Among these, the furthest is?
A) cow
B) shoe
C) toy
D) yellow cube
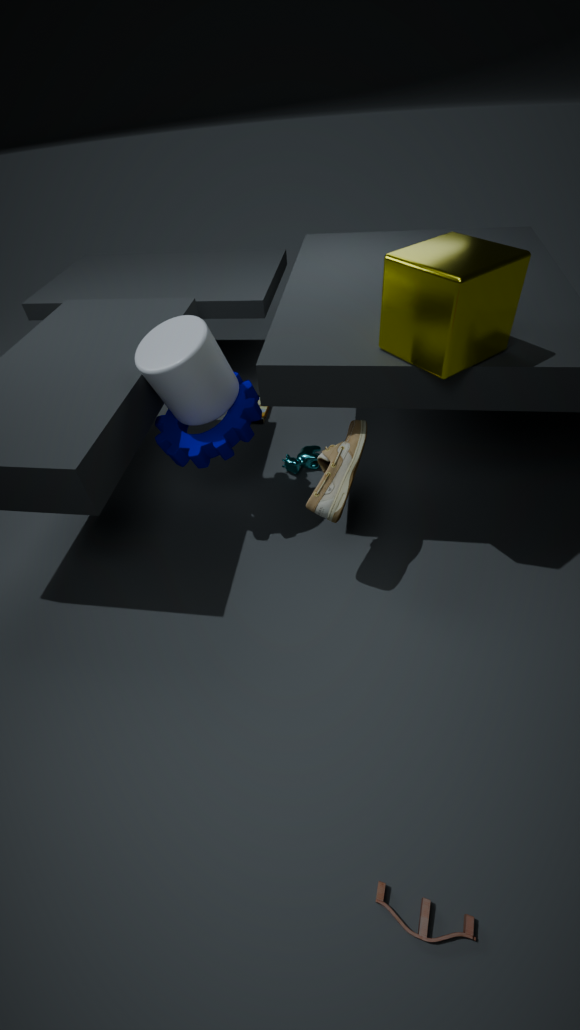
A. cow
